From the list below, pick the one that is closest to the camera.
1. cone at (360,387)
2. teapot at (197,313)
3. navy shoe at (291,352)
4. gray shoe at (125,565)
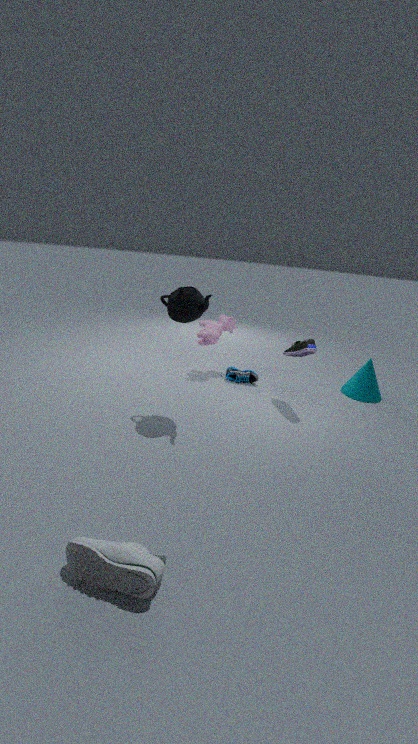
gray shoe at (125,565)
